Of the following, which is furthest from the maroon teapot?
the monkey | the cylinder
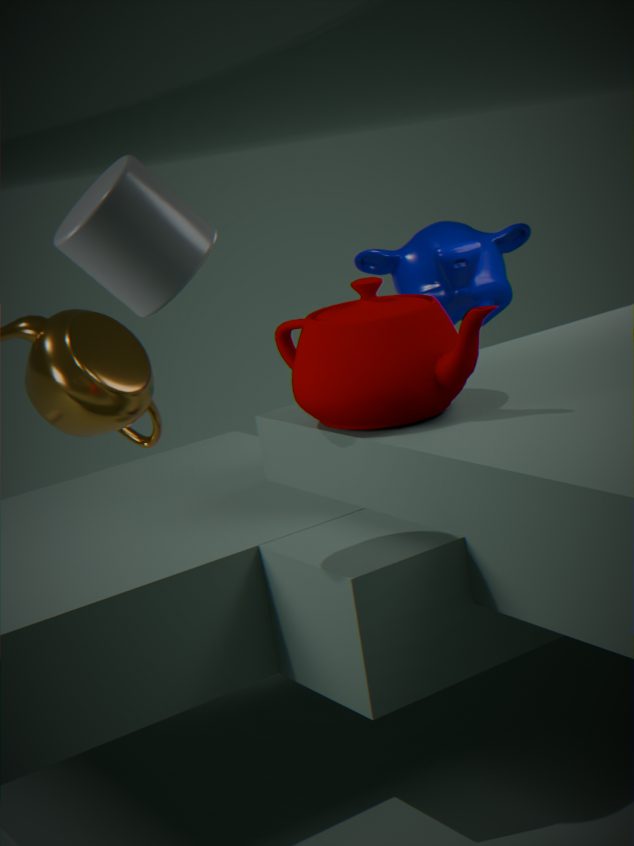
the monkey
